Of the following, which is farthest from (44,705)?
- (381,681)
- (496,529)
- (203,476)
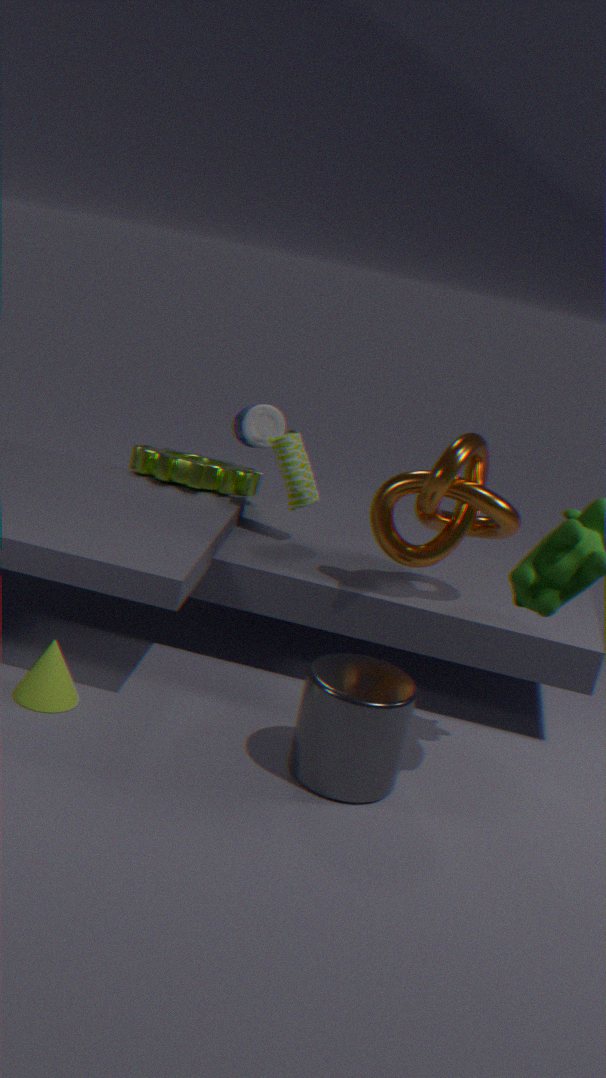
(496,529)
